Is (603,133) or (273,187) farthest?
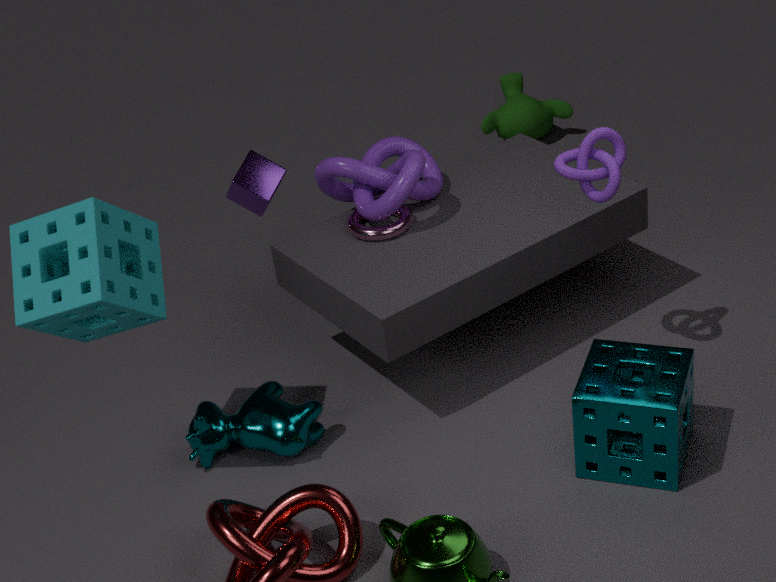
(273,187)
